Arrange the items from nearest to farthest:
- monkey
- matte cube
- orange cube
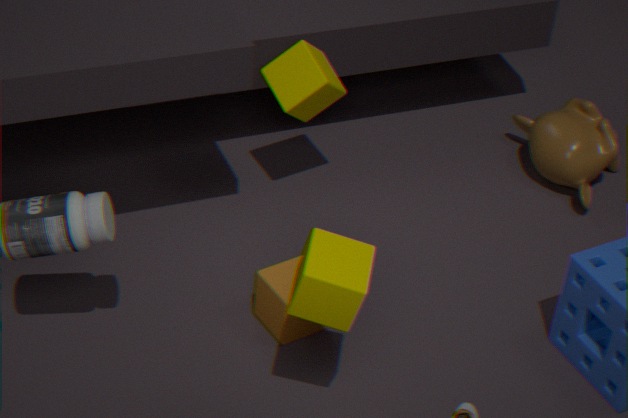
1. matte cube
2. orange cube
3. monkey
